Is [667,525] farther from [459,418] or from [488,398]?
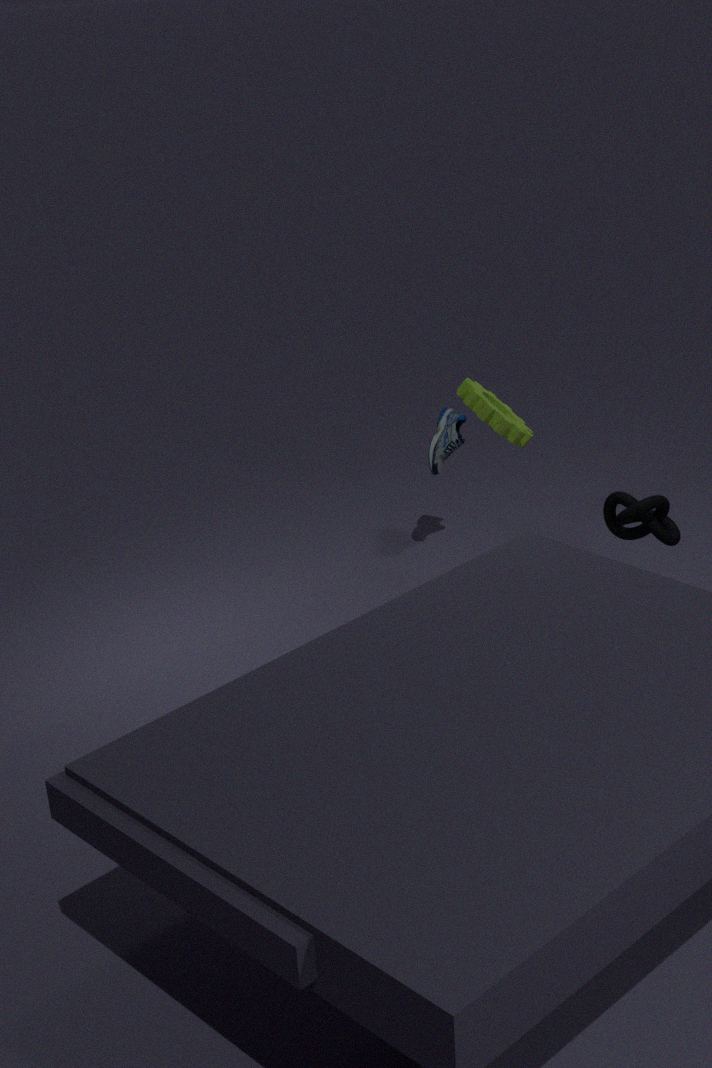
[459,418]
